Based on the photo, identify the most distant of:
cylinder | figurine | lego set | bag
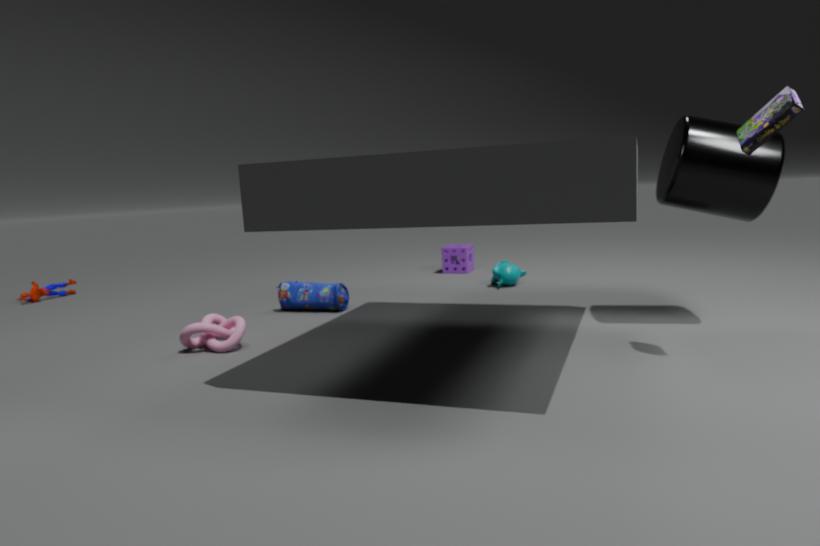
figurine
